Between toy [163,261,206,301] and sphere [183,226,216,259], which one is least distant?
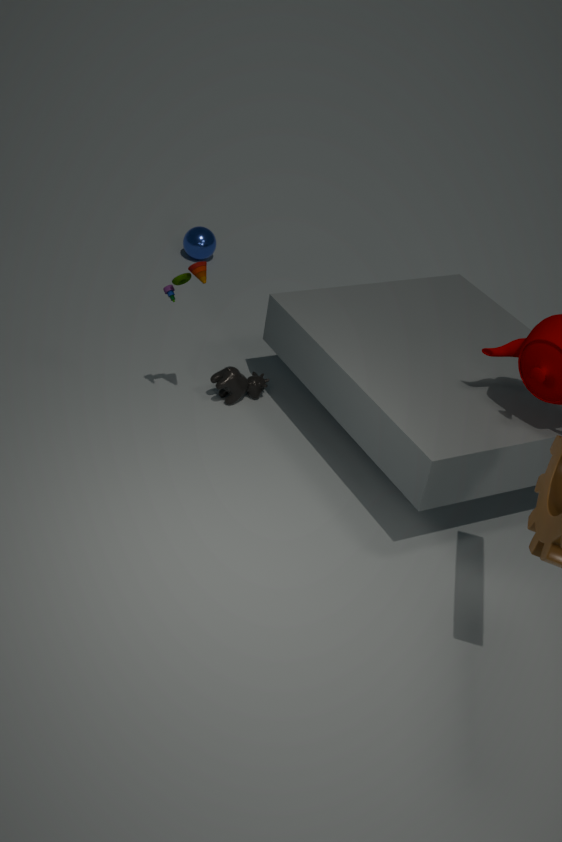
toy [163,261,206,301]
